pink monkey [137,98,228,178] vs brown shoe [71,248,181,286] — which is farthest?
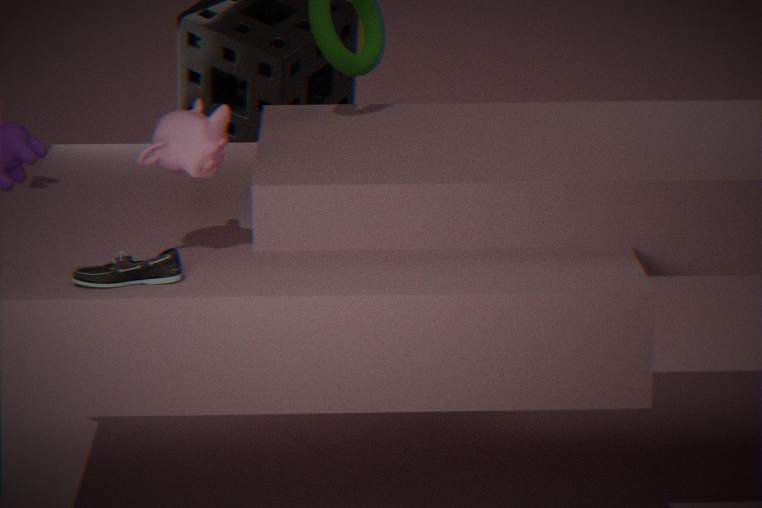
pink monkey [137,98,228,178]
